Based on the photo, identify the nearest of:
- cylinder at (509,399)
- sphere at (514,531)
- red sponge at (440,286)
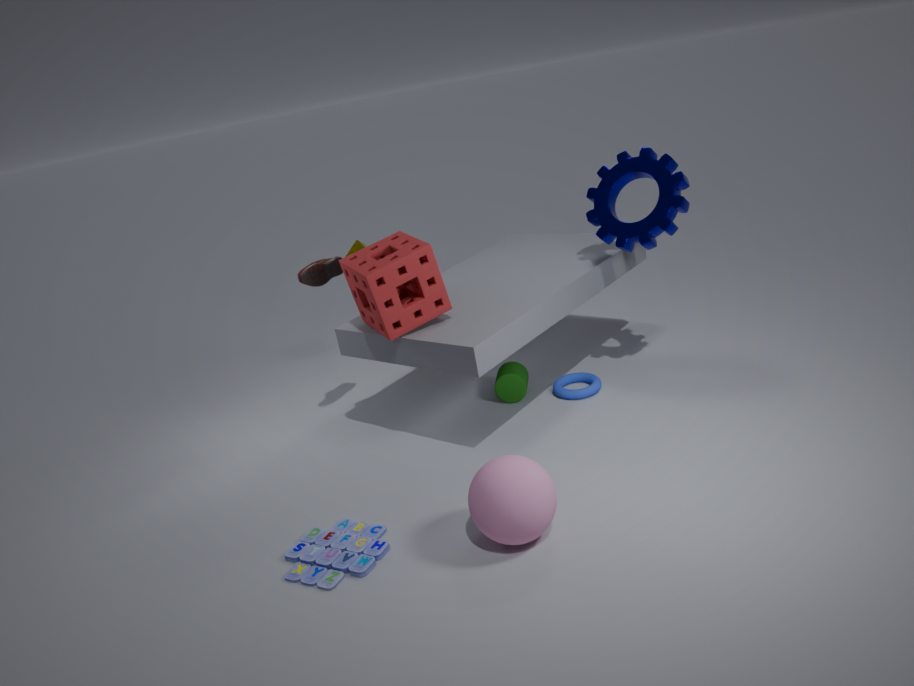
sphere at (514,531)
